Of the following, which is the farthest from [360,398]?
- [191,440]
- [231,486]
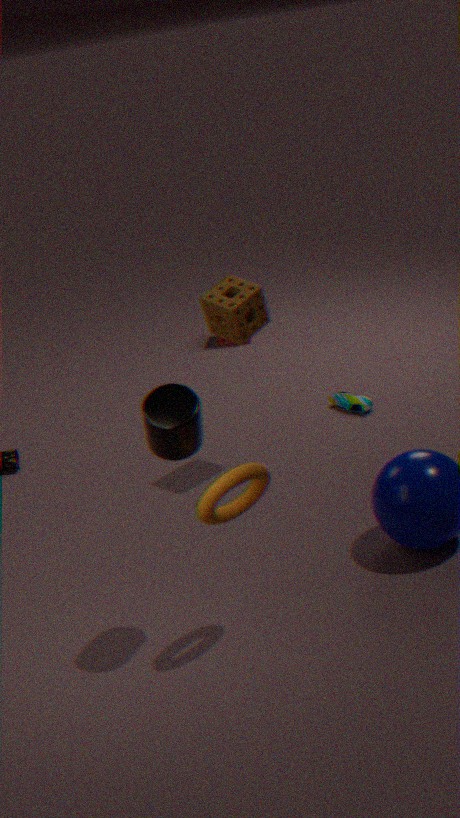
[191,440]
